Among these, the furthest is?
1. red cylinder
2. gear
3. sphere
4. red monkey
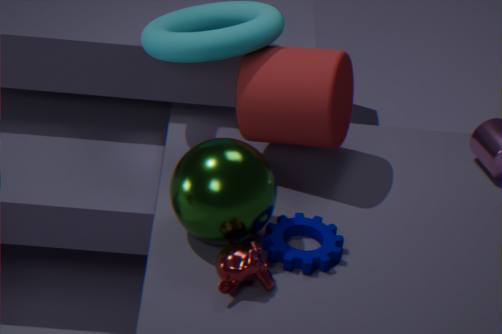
red cylinder
